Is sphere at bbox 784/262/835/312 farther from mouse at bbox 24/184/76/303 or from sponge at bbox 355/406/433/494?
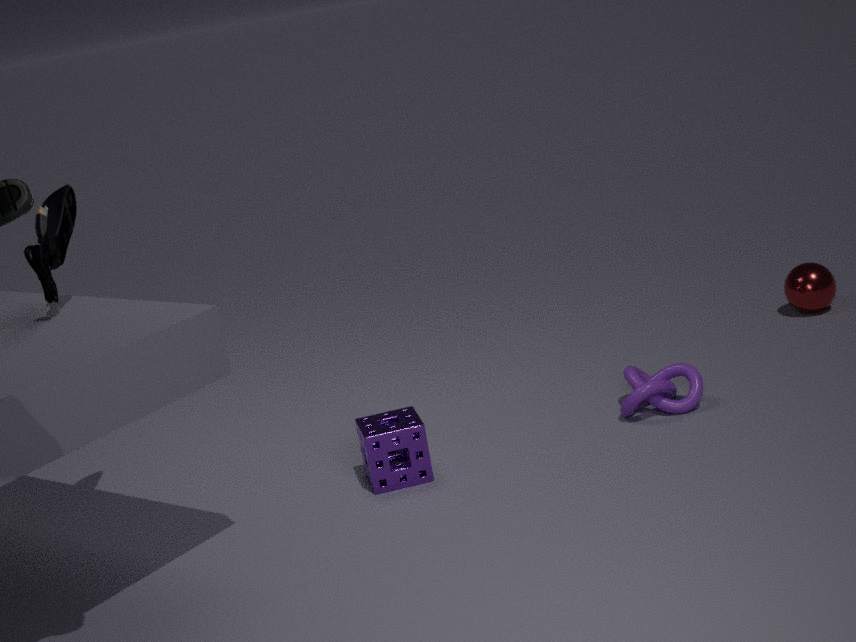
mouse at bbox 24/184/76/303
